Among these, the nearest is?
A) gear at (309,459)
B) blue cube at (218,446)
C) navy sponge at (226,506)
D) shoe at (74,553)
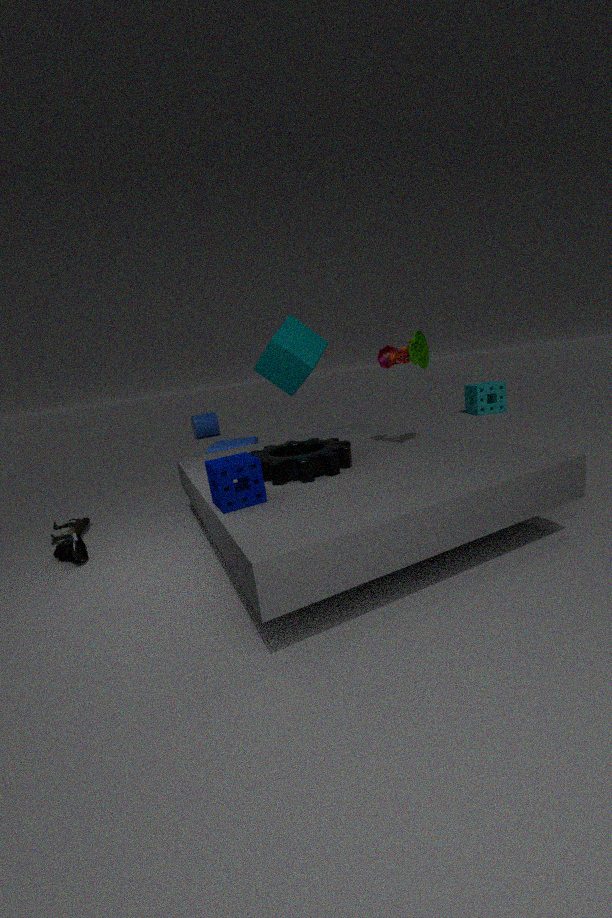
navy sponge at (226,506)
